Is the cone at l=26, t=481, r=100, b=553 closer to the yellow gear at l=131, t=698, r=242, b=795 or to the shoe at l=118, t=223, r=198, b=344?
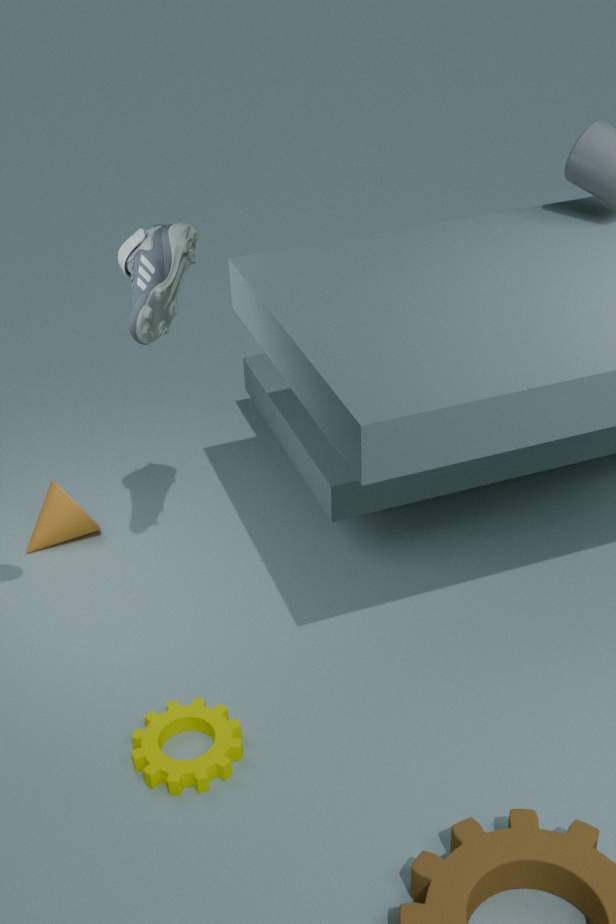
the yellow gear at l=131, t=698, r=242, b=795
